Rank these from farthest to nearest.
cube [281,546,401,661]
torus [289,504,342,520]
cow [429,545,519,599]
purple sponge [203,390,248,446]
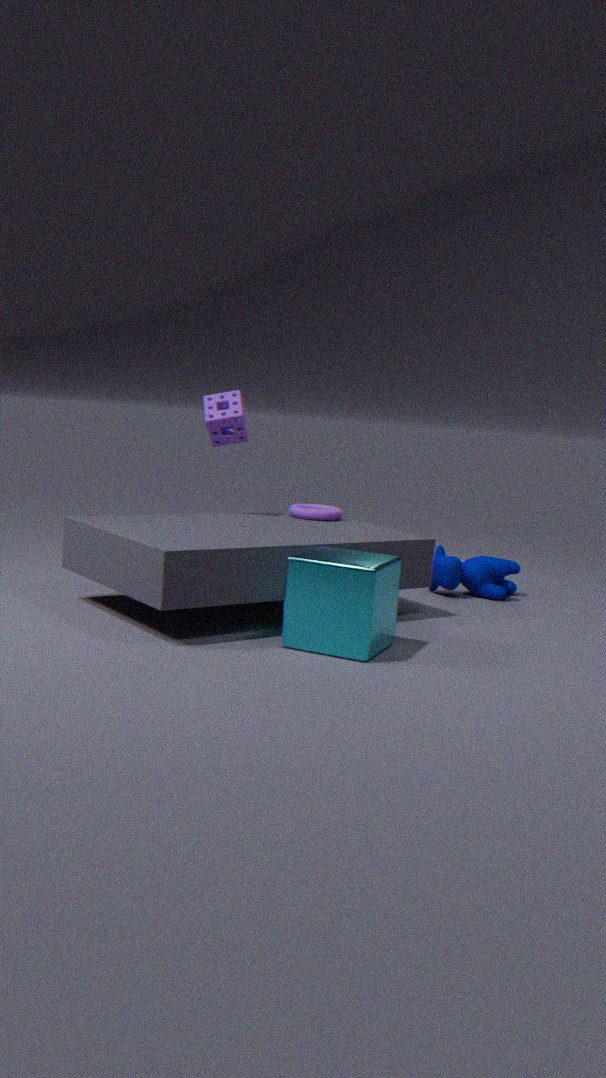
cow [429,545,519,599] < torus [289,504,342,520] < purple sponge [203,390,248,446] < cube [281,546,401,661]
